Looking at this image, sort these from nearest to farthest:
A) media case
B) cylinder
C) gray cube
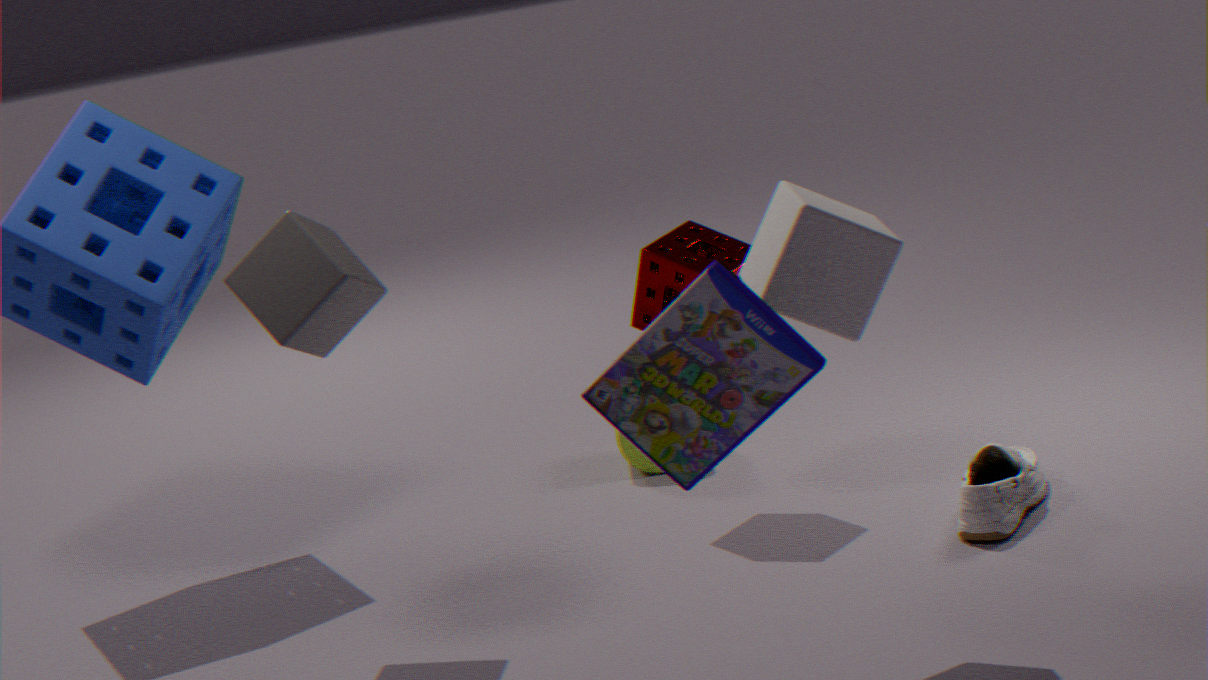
media case, gray cube, cylinder
